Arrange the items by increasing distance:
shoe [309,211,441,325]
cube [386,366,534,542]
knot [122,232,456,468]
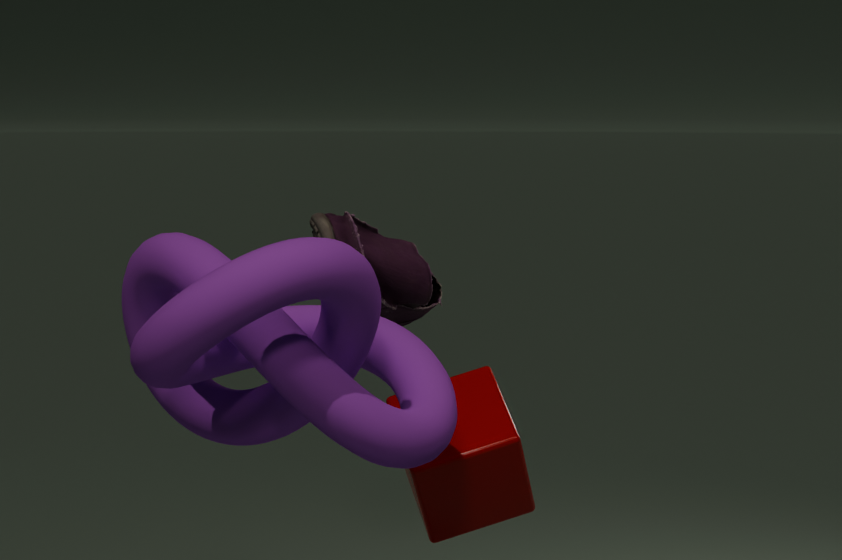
knot [122,232,456,468], cube [386,366,534,542], shoe [309,211,441,325]
